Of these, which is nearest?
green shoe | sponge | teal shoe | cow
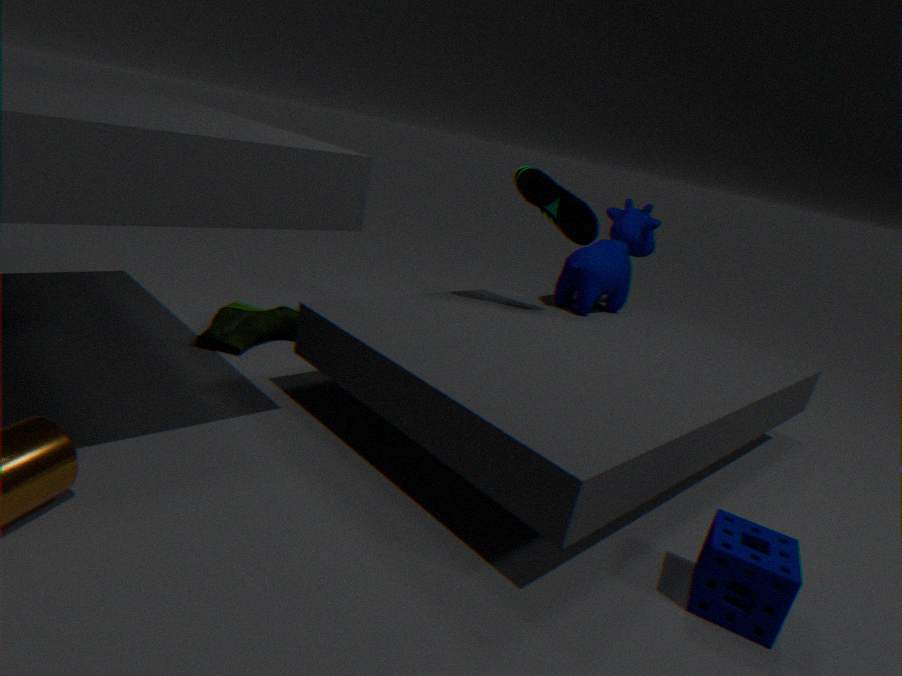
sponge
